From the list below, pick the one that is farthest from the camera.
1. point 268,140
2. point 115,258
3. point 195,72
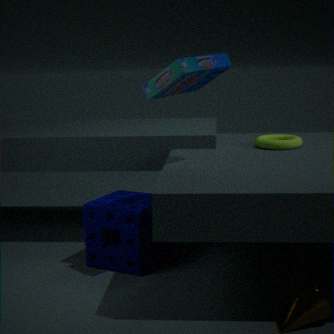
point 268,140
